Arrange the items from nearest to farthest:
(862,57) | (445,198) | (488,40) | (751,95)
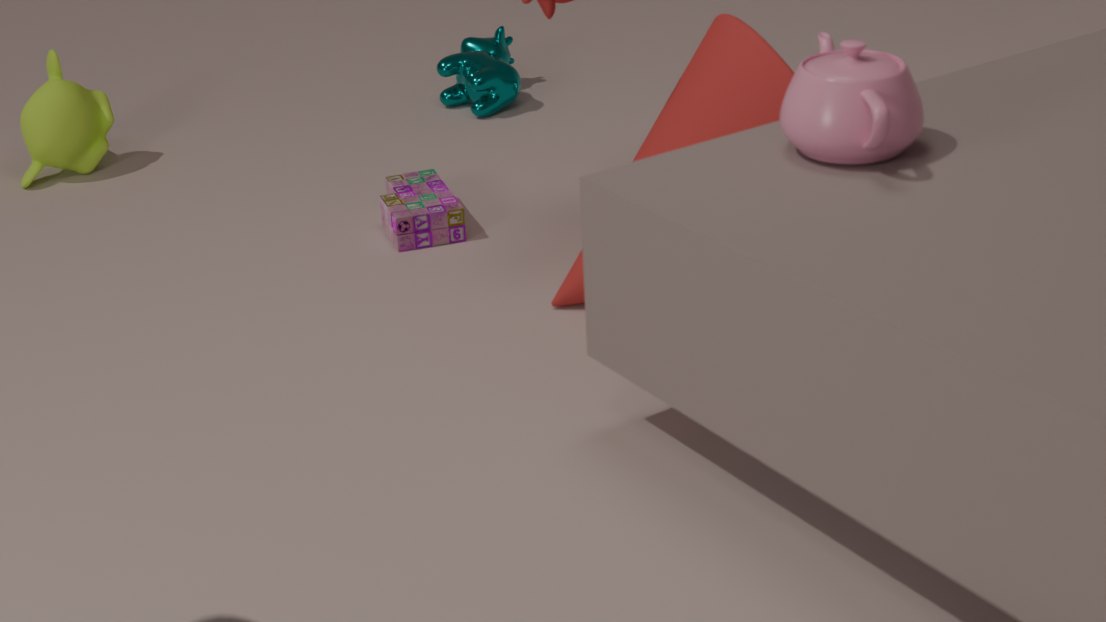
(862,57) → (751,95) → (445,198) → (488,40)
